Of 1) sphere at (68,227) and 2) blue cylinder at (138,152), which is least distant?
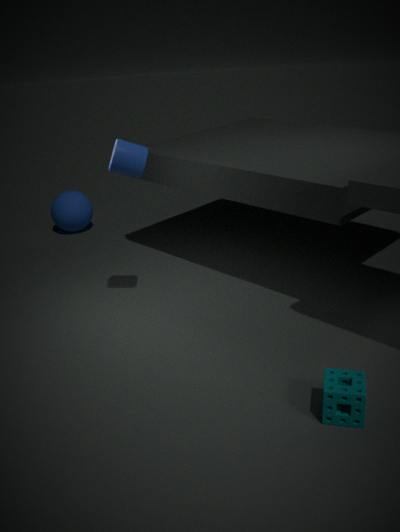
2. blue cylinder at (138,152)
